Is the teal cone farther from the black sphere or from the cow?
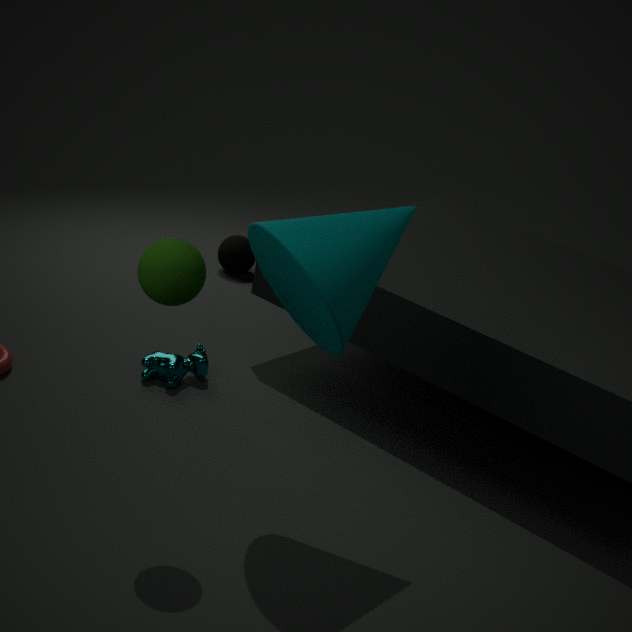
the black sphere
